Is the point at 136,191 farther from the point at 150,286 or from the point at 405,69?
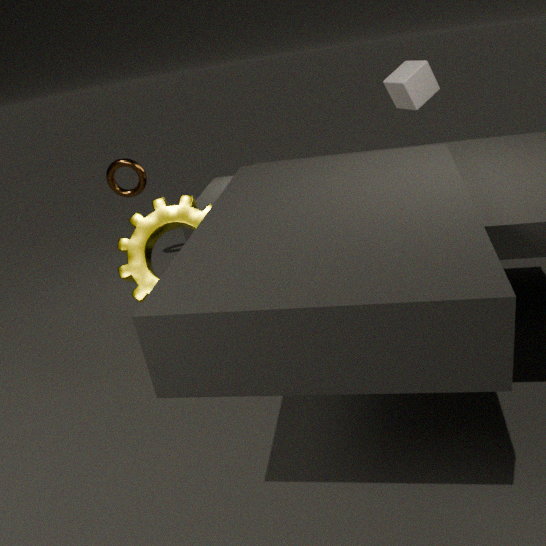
the point at 405,69
